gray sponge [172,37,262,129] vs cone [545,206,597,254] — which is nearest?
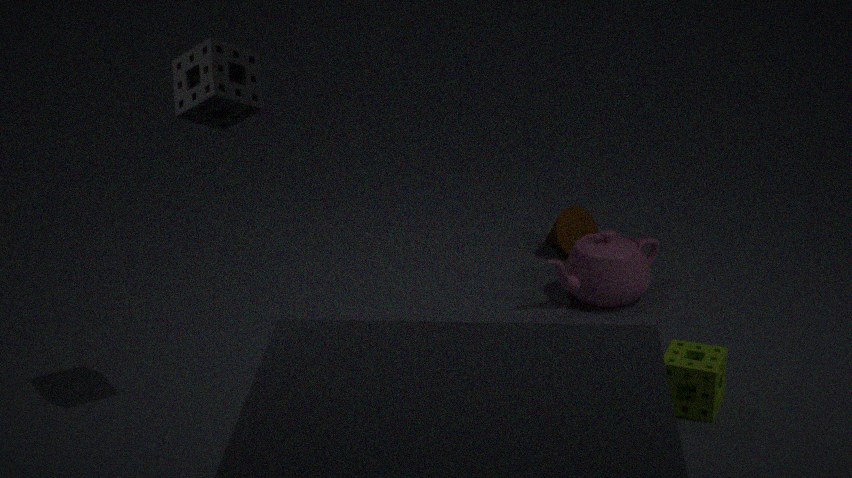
gray sponge [172,37,262,129]
